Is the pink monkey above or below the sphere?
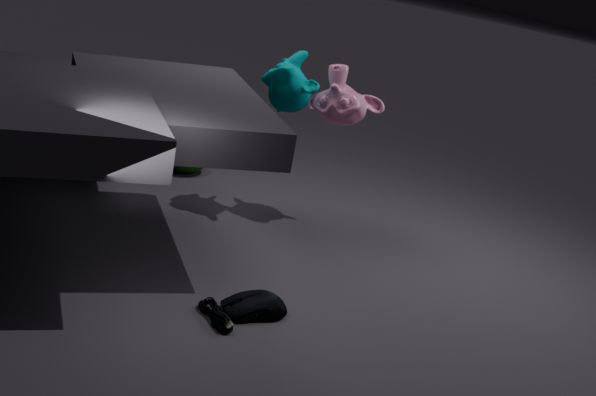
above
